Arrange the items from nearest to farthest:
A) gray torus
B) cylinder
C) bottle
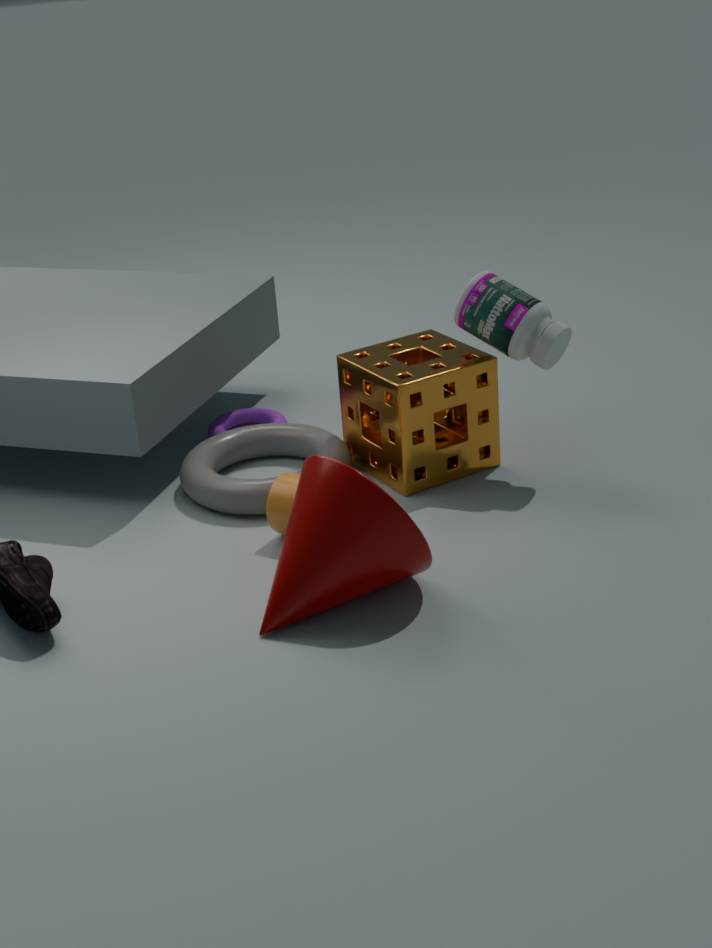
1. cylinder
2. bottle
3. gray torus
